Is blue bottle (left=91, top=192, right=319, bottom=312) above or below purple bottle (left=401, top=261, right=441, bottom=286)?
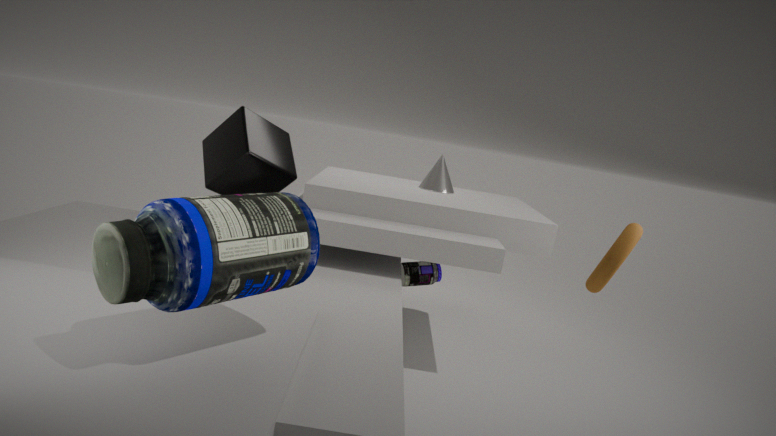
above
